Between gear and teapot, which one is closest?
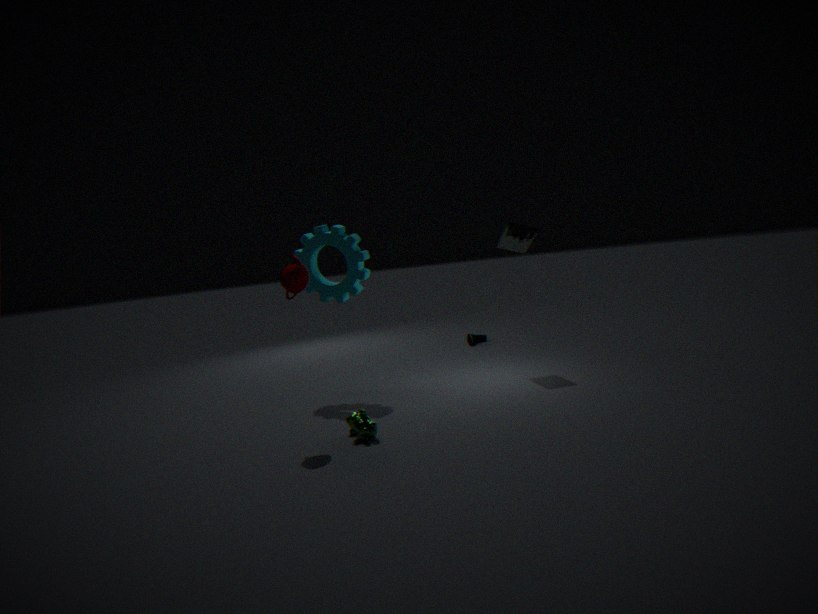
teapot
